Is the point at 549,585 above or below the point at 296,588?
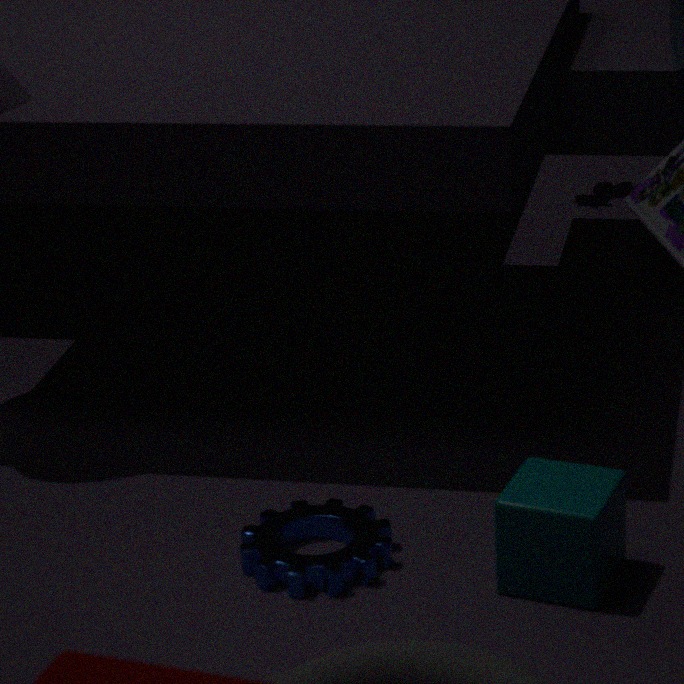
above
